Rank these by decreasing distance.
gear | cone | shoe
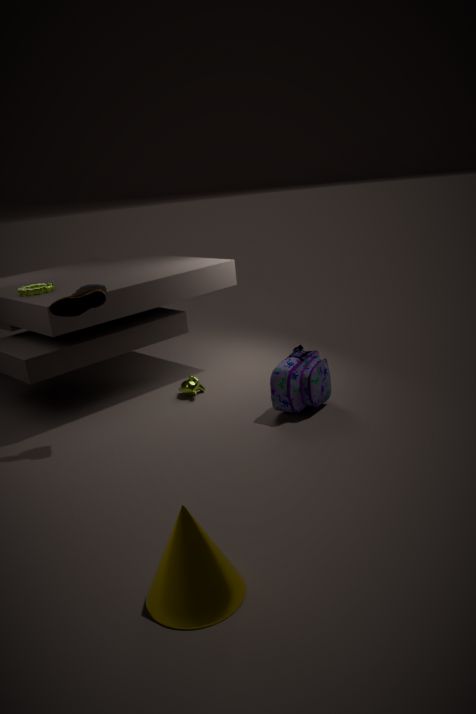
gear → shoe → cone
